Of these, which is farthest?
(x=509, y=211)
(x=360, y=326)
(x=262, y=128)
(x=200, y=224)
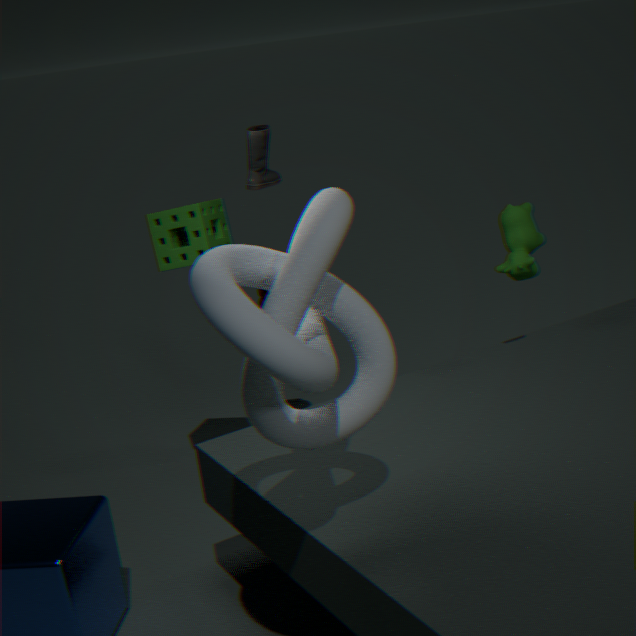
(x=262, y=128)
